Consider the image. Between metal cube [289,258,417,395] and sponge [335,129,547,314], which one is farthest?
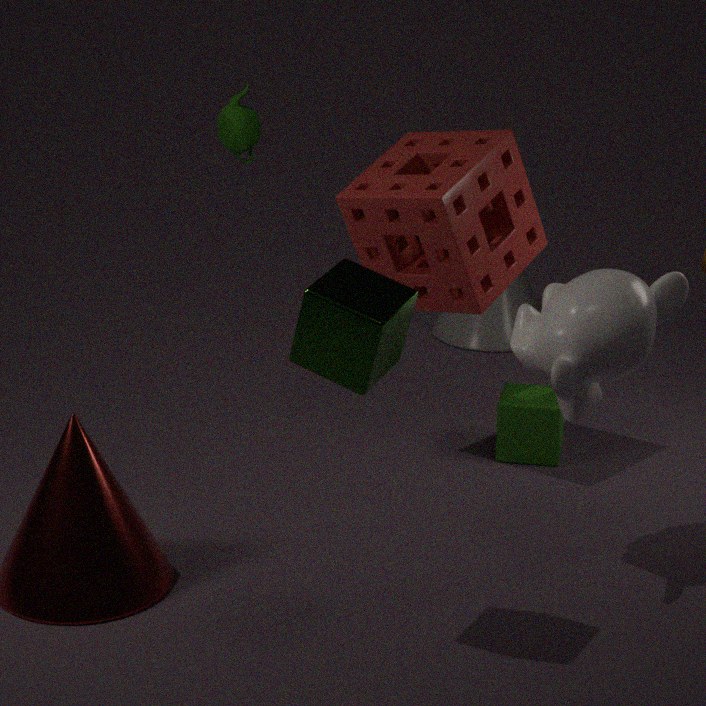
sponge [335,129,547,314]
